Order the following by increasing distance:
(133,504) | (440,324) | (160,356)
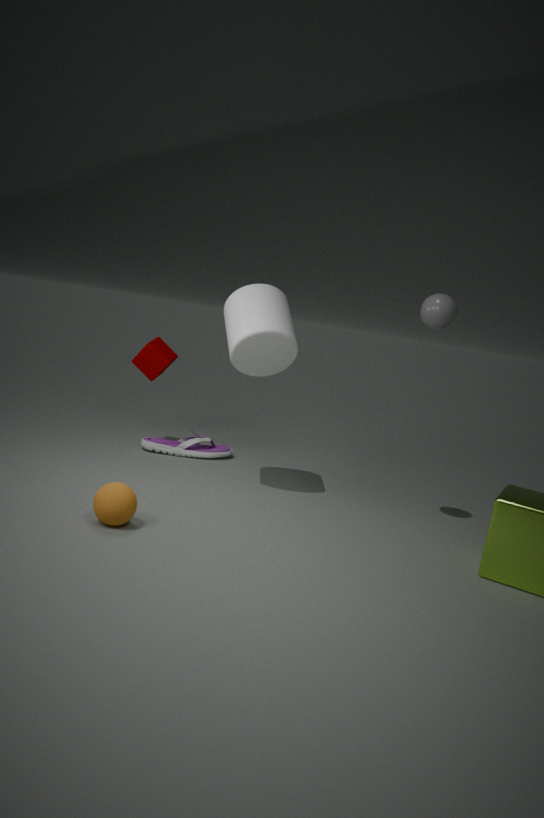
(133,504), (440,324), (160,356)
